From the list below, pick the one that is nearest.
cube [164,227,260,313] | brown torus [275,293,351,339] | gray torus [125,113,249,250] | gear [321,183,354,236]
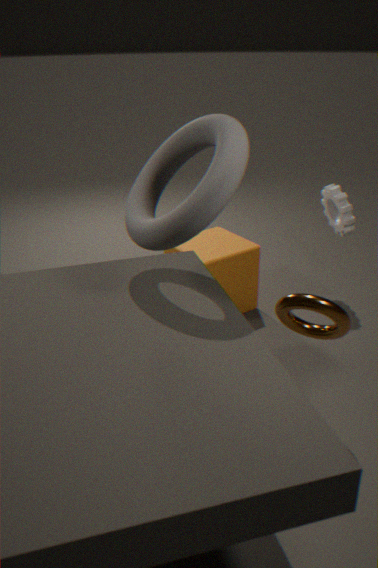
gray torus [125,113,249,250]
